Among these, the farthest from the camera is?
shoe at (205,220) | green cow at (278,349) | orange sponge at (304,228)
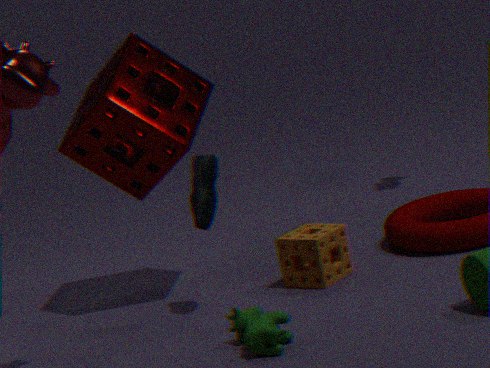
orange sponge at (304,228)
